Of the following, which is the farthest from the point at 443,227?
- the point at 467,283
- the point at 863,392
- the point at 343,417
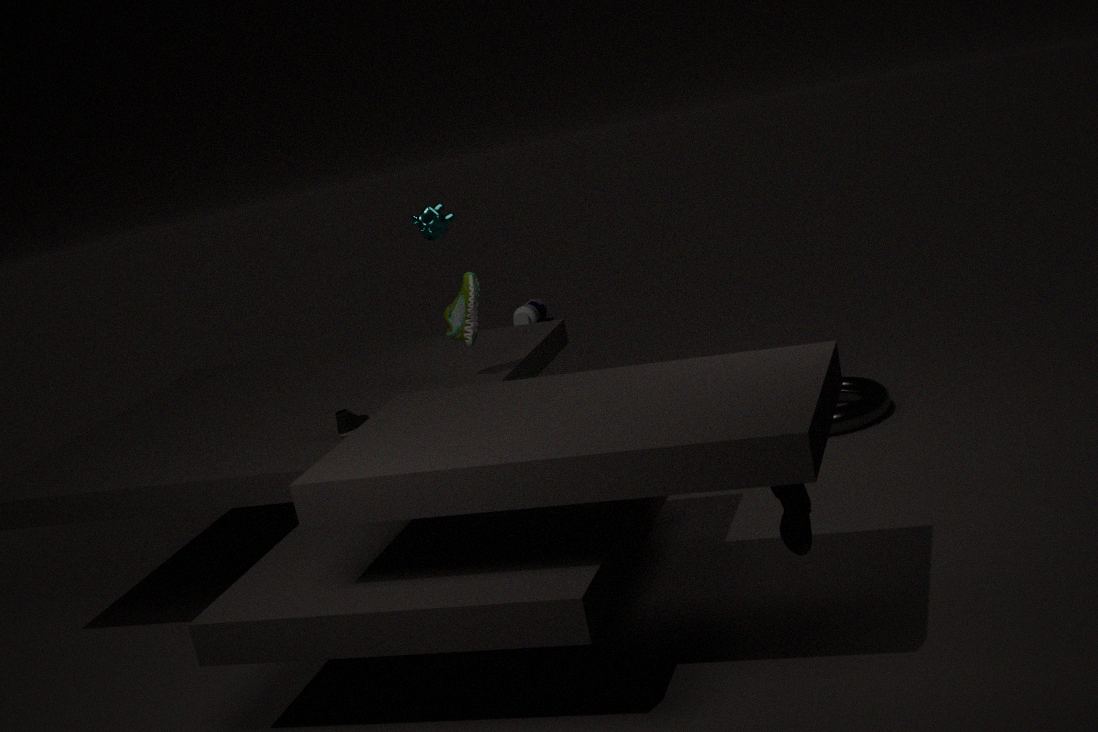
the point at 863,392
